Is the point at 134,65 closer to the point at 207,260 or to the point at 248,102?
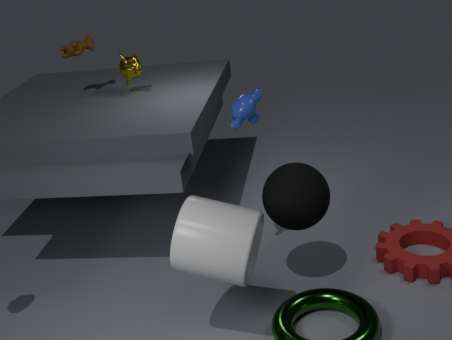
the point at 248,102
